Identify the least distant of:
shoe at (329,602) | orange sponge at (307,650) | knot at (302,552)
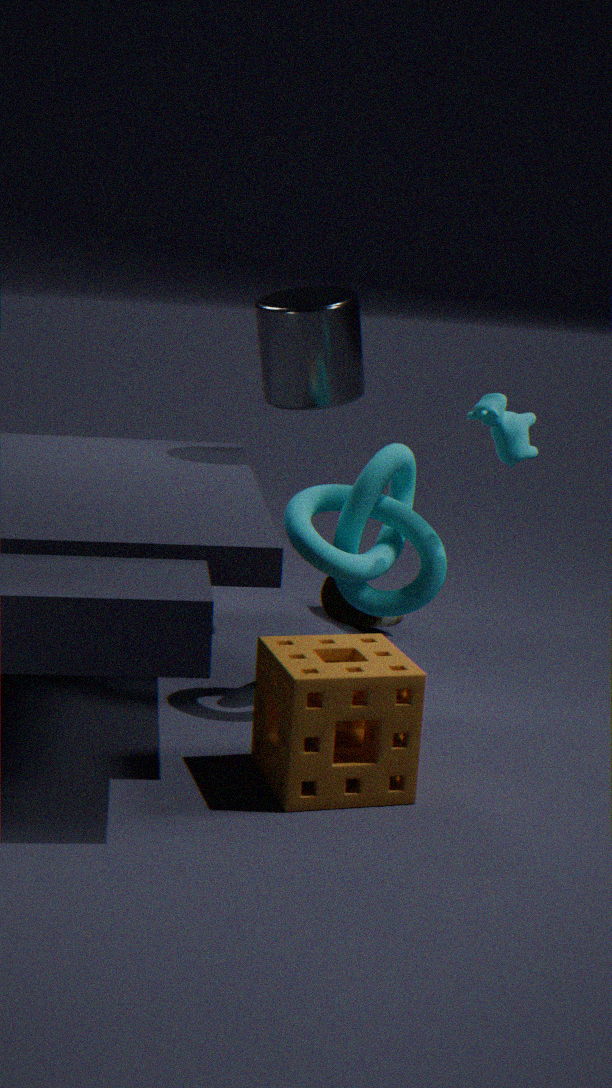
orange sponge at (307,650)
